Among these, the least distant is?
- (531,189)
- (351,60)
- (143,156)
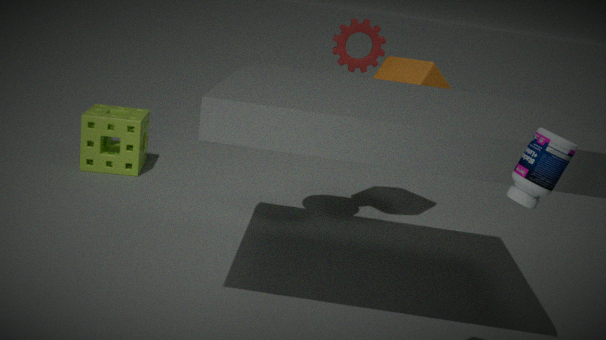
(531,189)
